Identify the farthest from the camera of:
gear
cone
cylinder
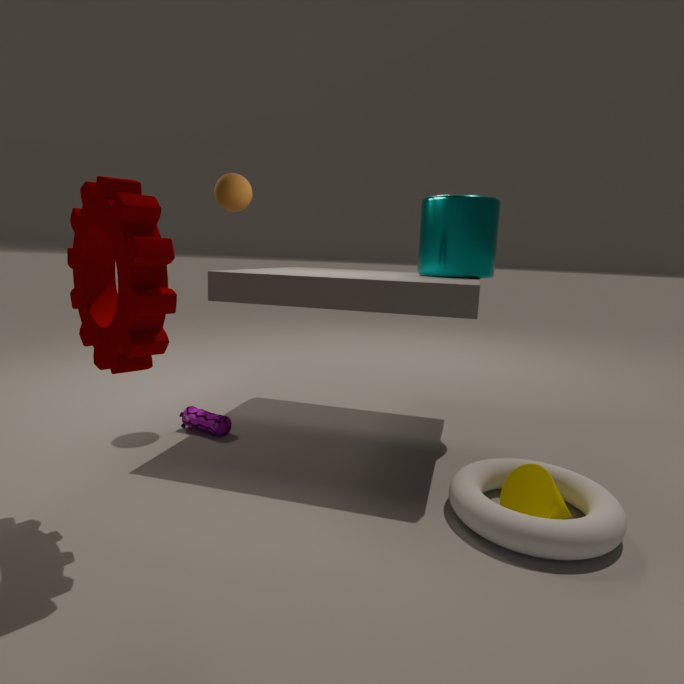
cylinder
